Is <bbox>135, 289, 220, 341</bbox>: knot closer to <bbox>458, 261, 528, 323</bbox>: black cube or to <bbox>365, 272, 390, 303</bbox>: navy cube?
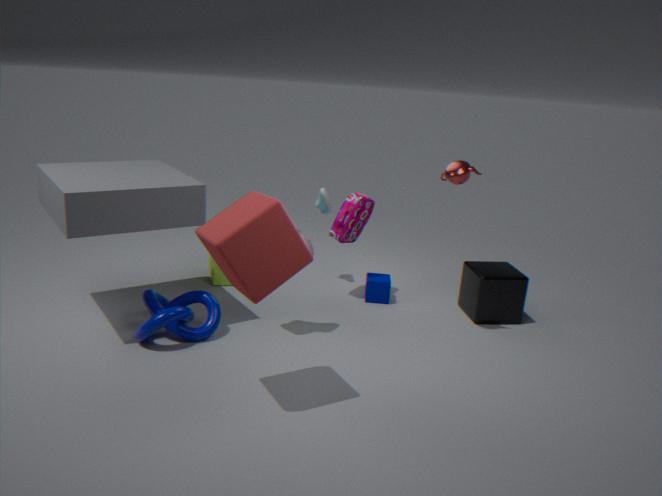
<bbox>365, 272, 390, 303</bbox>: navy cube
